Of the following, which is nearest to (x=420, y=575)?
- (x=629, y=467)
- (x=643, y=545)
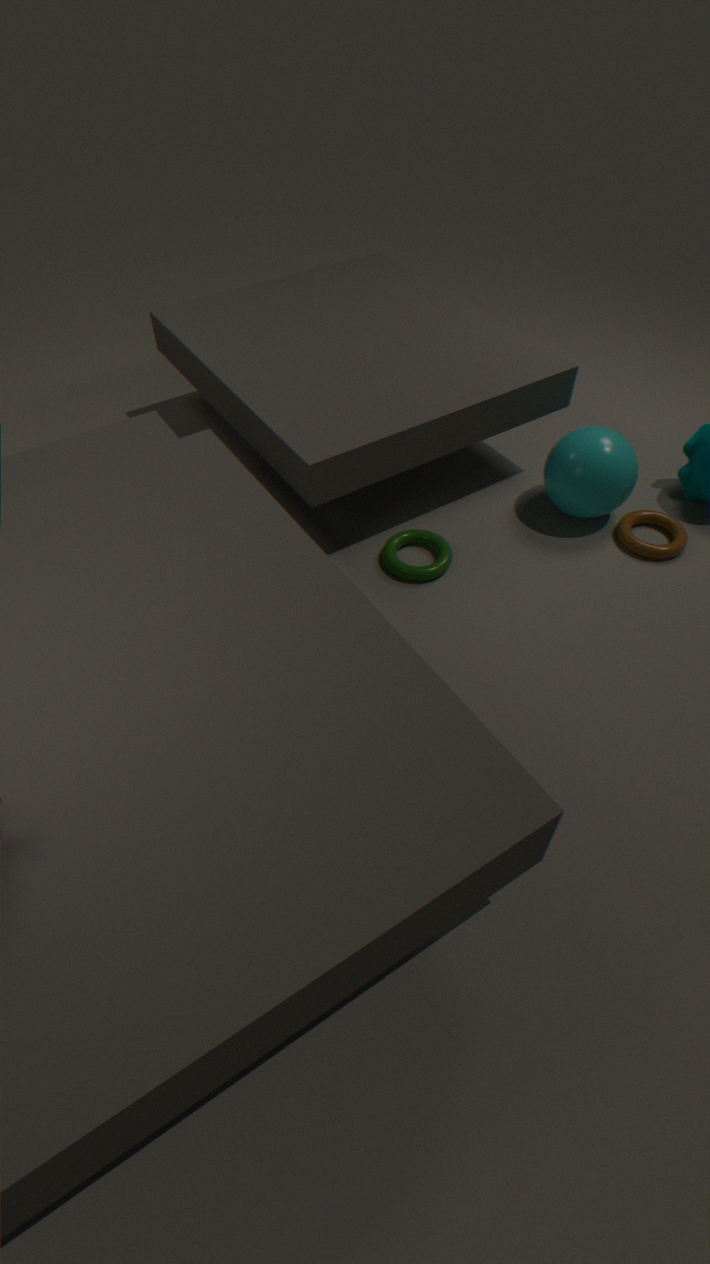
(x=629, y=467)
